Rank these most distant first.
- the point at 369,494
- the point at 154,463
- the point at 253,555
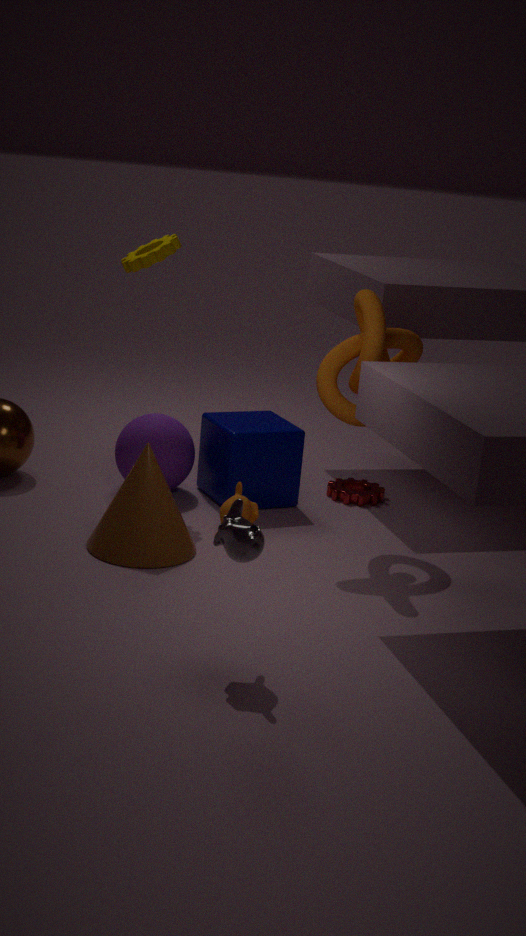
the point at 369,494
the point at 154,463
the point at 253,555
